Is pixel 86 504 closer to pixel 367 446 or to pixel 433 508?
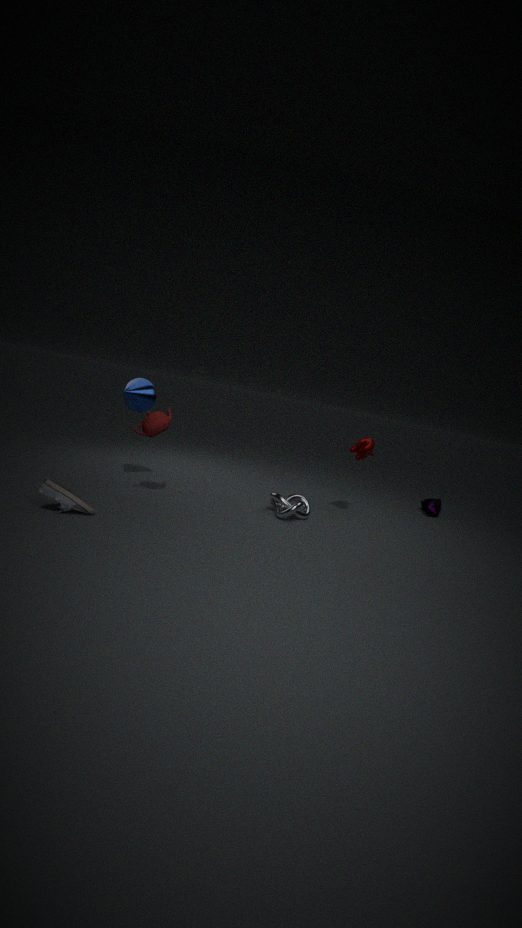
pixel 367 446
